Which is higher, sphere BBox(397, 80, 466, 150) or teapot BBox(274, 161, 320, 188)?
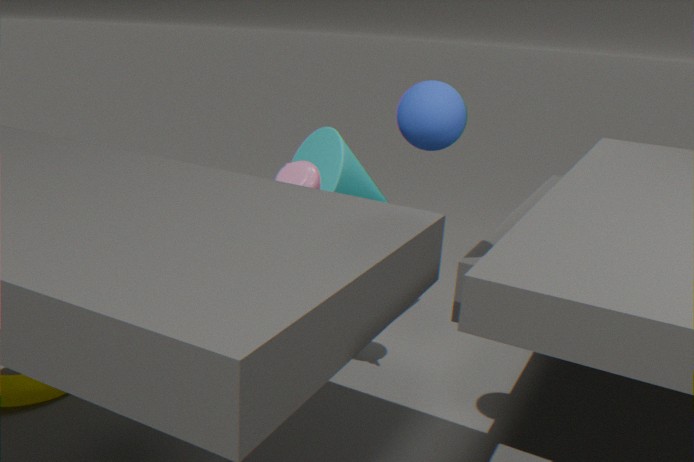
sphere BBox(397, 80, 466, 150)
